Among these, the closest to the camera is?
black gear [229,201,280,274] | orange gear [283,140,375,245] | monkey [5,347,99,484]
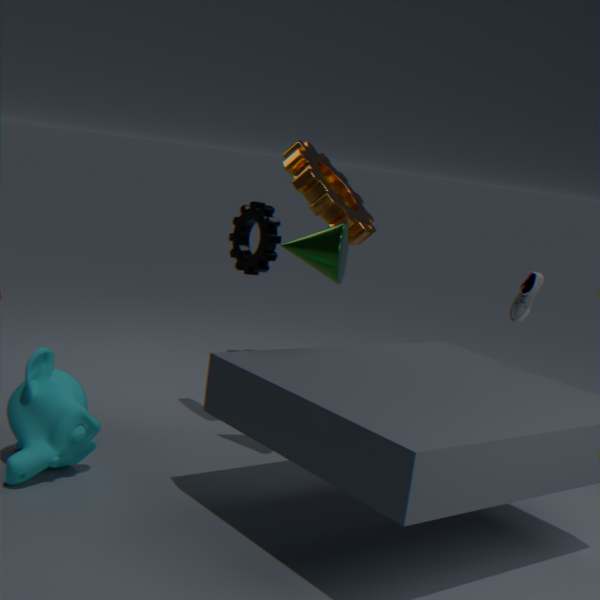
monkey [5,347,99,484]
